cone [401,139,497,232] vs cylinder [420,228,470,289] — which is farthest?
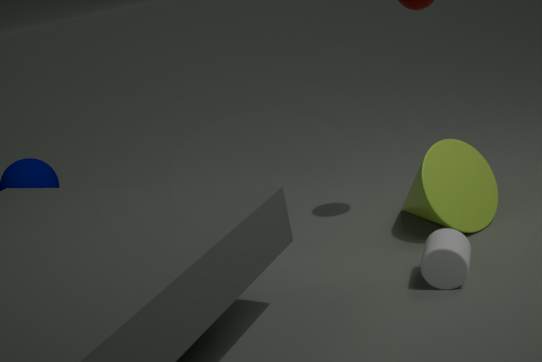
cone [401,139,497,232]
